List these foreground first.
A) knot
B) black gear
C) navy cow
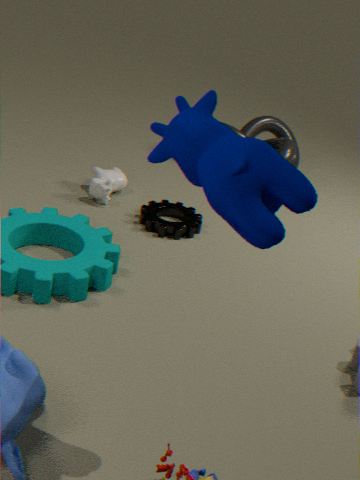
navy cow < black gear < knot
